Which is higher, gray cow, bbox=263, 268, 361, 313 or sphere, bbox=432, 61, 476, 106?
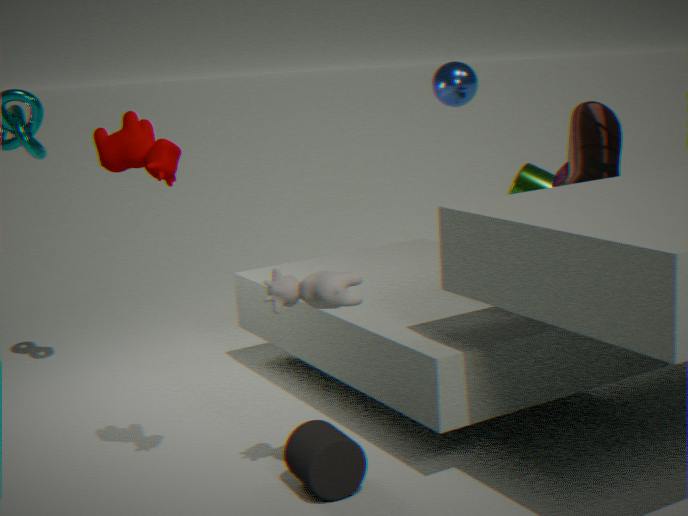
sphere, bbox=432, 61, 476, 106
